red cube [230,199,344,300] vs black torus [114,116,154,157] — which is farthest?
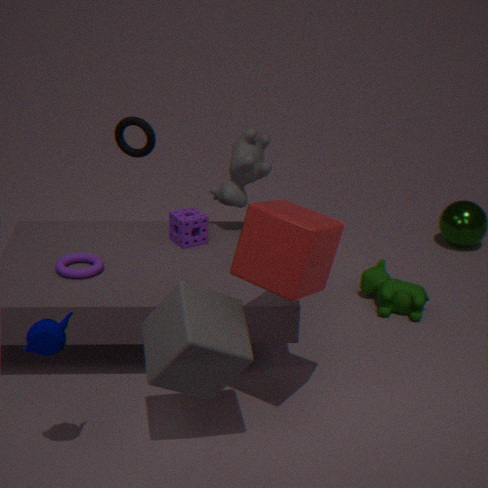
black torus [114,116,154,157]
